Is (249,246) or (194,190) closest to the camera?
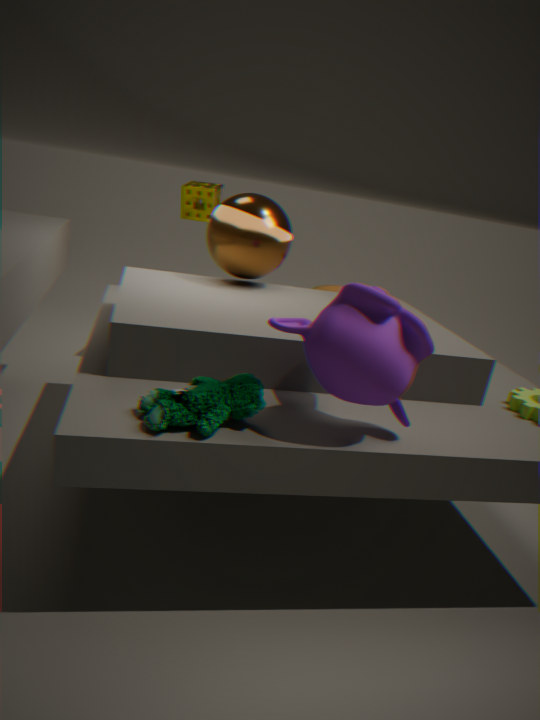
(249,246)
